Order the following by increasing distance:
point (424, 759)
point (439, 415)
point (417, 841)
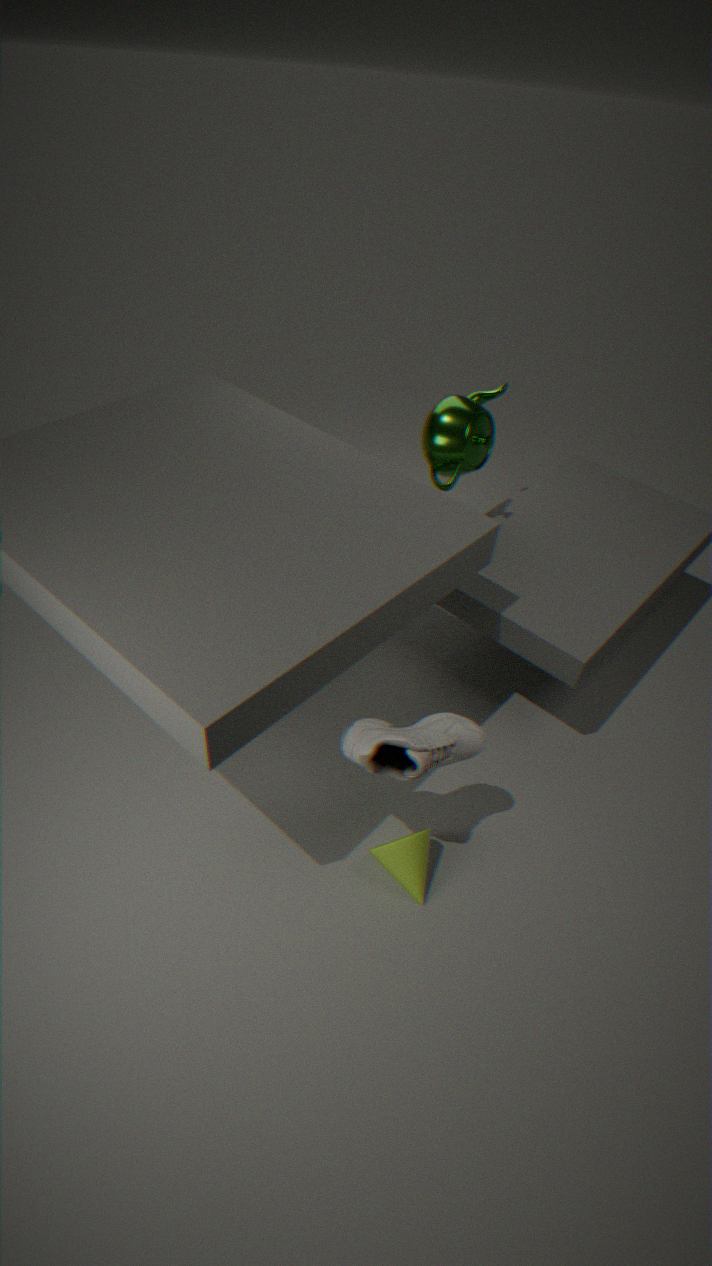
point (424, 759), point (417, 841), point (439, 415)
